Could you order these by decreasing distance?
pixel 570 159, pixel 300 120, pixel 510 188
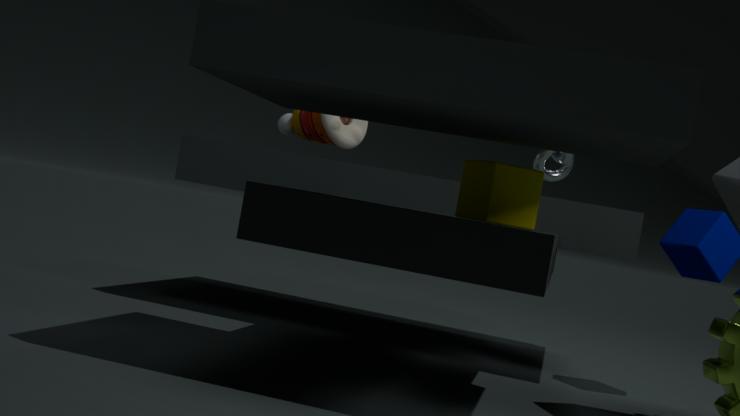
1. pixel 300 120
2. pixel 570 159
3. pixel 510 188
